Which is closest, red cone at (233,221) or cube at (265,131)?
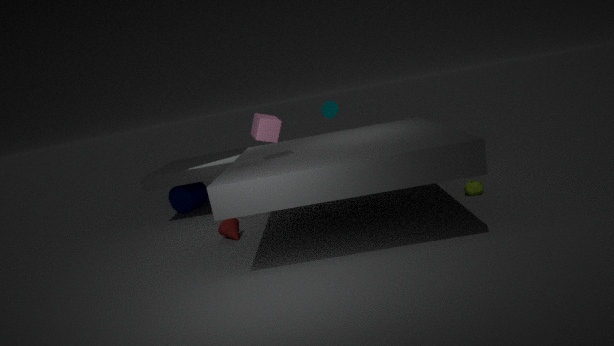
cube at (265,131)
